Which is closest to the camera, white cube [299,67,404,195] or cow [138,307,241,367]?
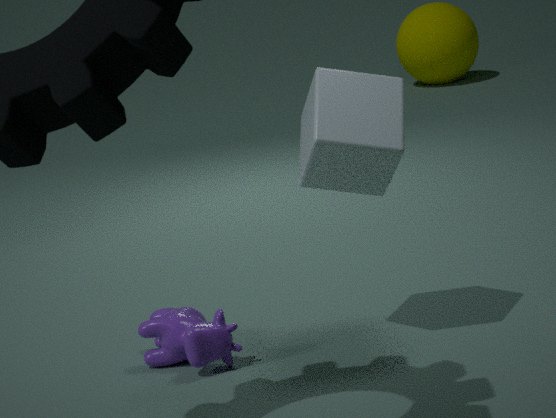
white cube [299,67,404,195]
